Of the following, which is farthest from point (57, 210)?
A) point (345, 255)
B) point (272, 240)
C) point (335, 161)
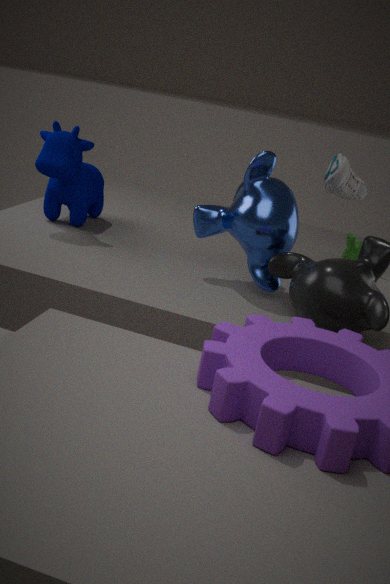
point (345, 255)
